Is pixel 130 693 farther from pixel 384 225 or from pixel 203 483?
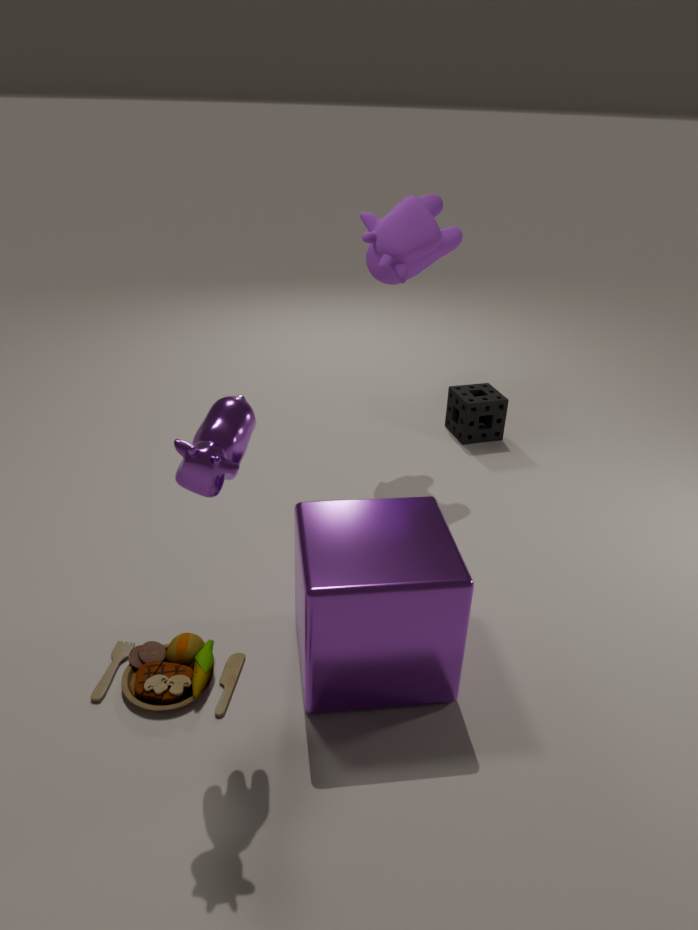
pixel 384 225
